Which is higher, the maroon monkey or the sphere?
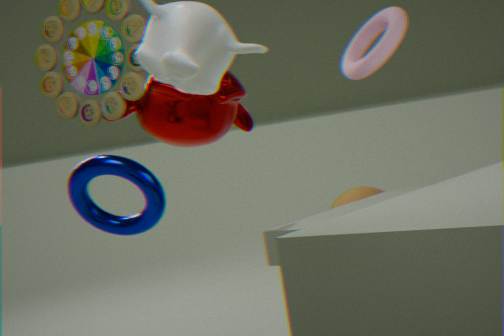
Result: the maroon monkey
